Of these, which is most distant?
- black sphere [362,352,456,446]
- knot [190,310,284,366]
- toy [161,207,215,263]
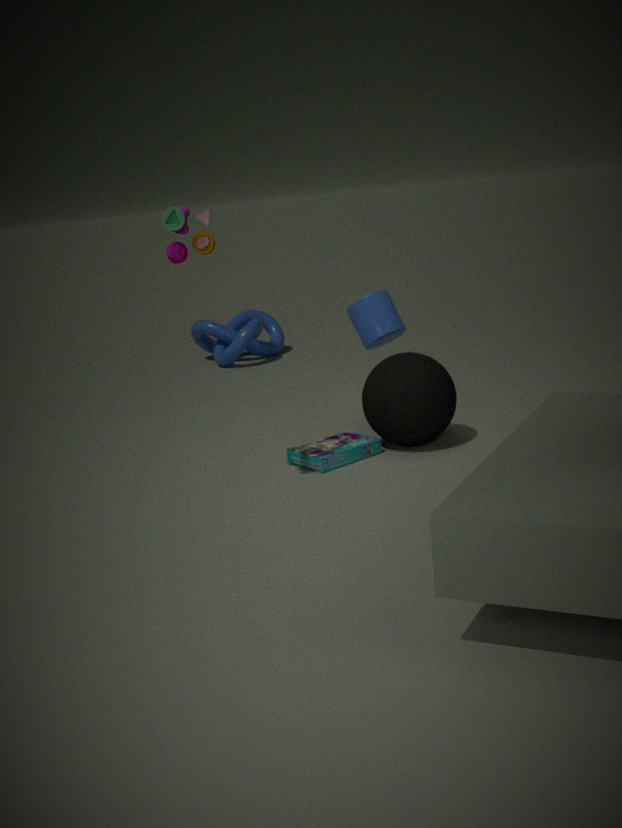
knot [190,310,284,366]
